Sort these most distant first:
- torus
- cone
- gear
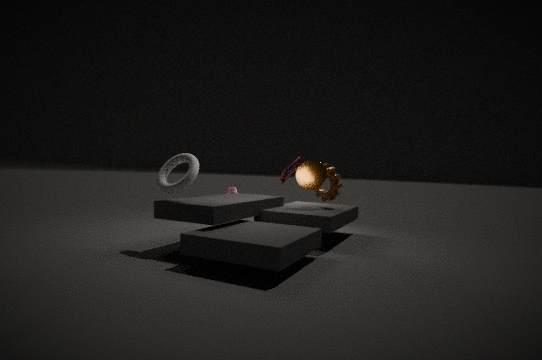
gear < cone < torus
